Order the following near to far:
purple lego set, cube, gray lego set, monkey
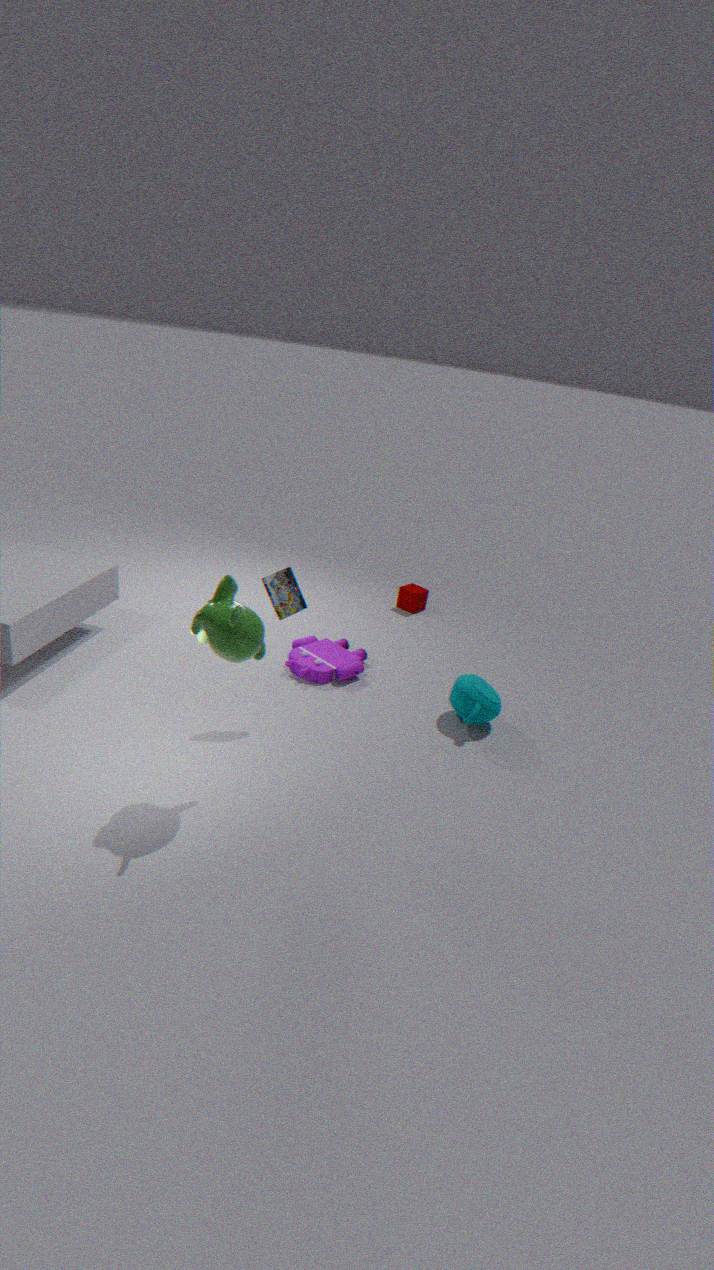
monkey, gray lego set, purple lego set, cube
